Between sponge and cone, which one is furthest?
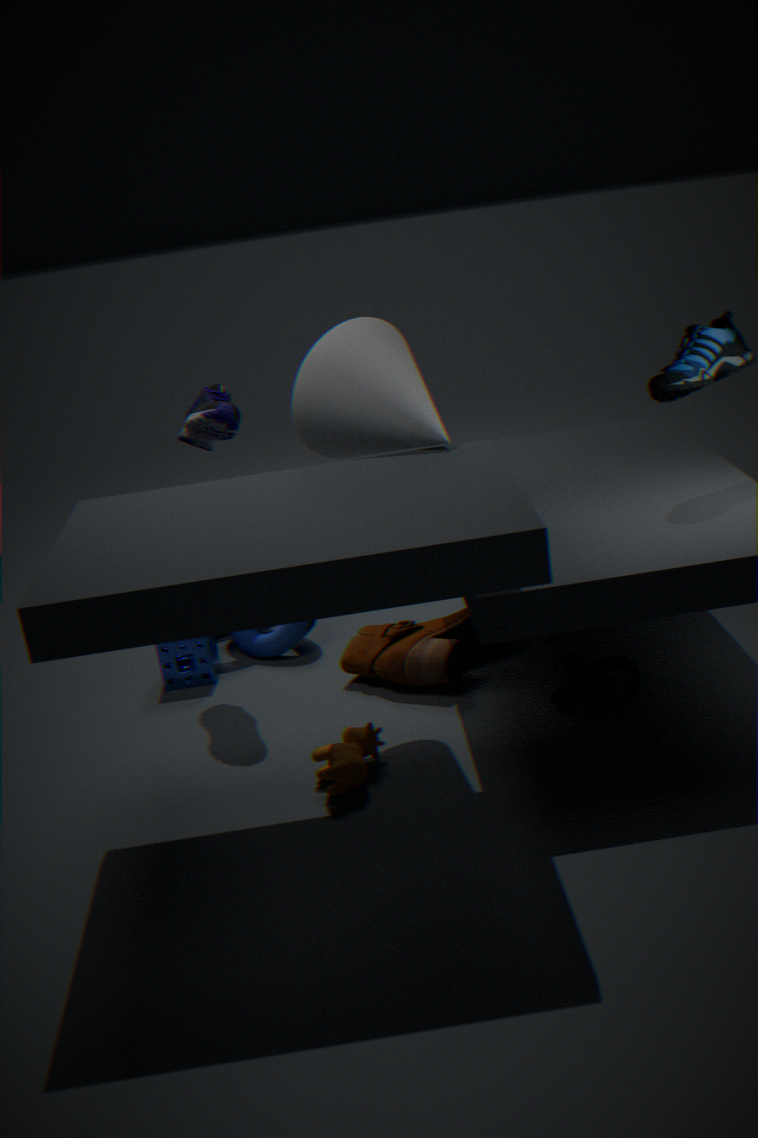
sponge
